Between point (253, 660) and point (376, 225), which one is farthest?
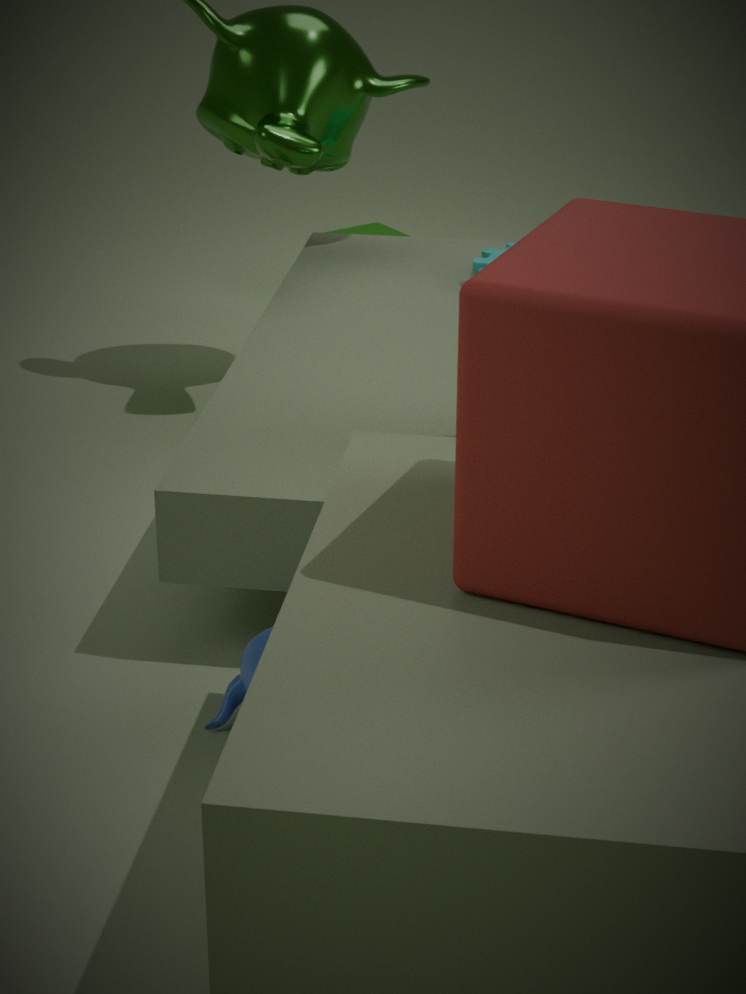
point (376, 225)
